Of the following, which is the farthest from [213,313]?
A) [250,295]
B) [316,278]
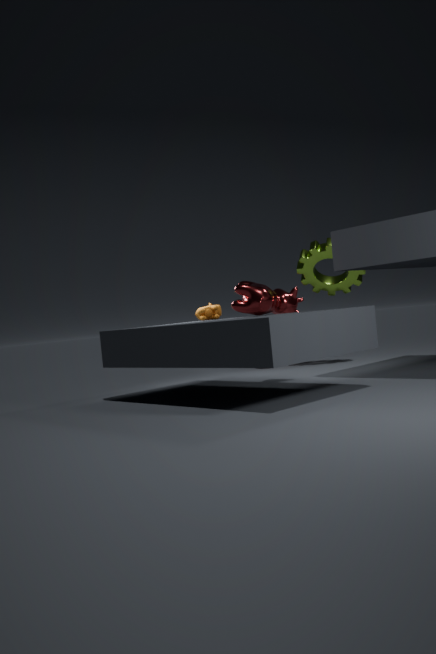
[316,278]
